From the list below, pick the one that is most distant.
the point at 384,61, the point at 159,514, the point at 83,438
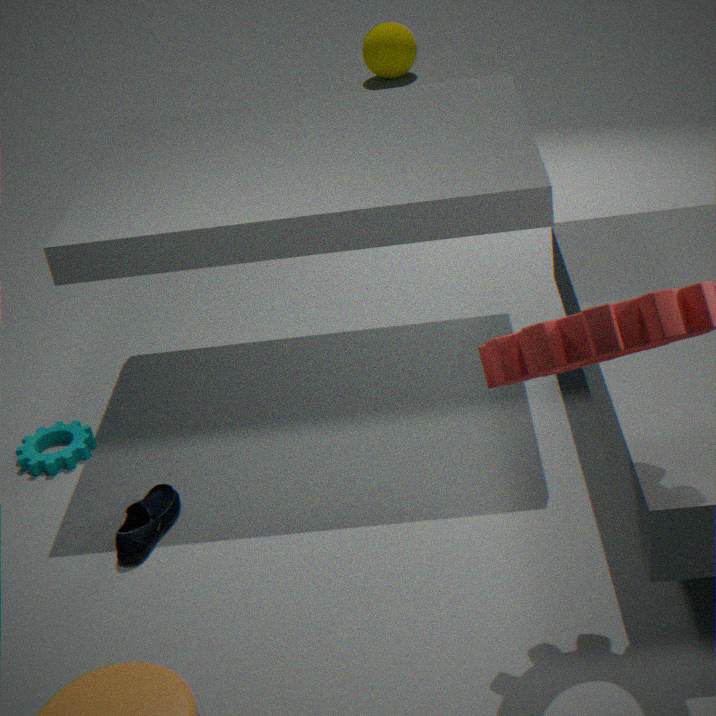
the point at 384,61
